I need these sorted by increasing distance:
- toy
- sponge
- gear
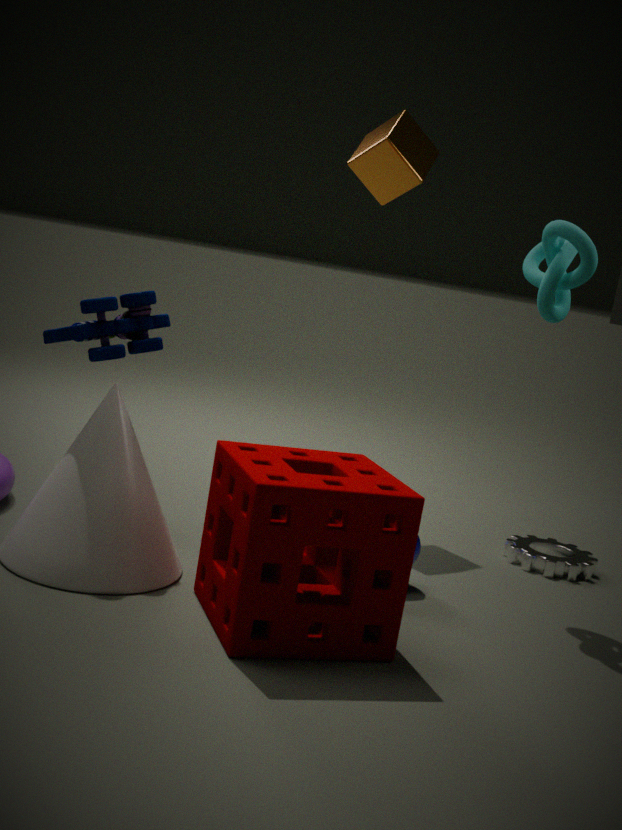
sponge, toy, gear
